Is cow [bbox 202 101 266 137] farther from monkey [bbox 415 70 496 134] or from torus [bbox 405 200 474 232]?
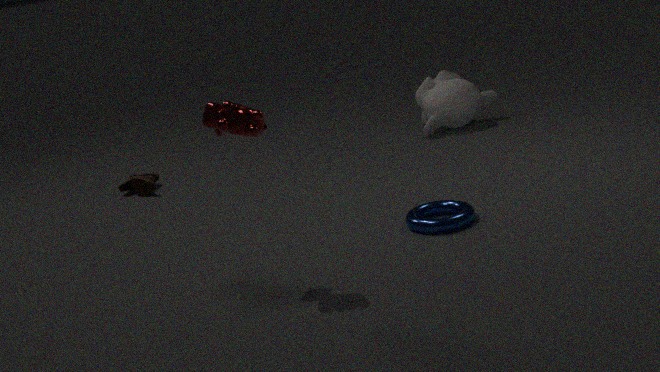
monkey [bbox 415 70 496 134]
